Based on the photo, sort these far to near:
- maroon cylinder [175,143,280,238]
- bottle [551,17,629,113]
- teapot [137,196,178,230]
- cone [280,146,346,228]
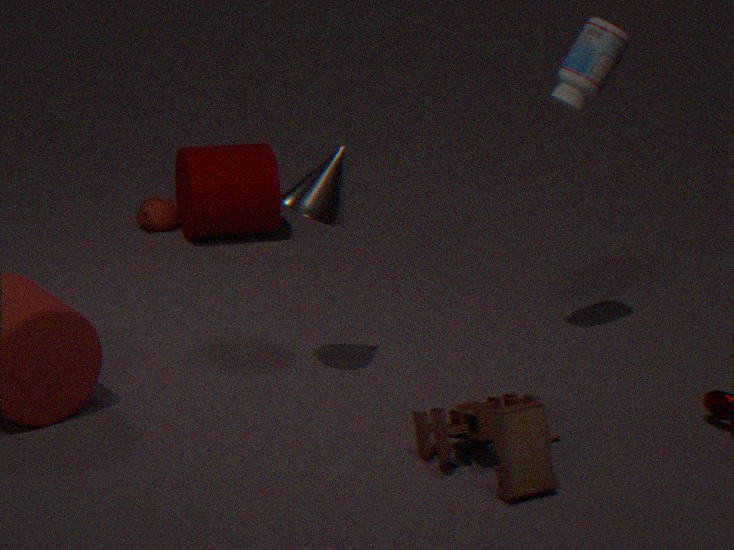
teapot [137,196,178,230] → maroon cylinder [175,143,280,238] → bottle [551,17,629,113] → cone [280,146,346,228]
